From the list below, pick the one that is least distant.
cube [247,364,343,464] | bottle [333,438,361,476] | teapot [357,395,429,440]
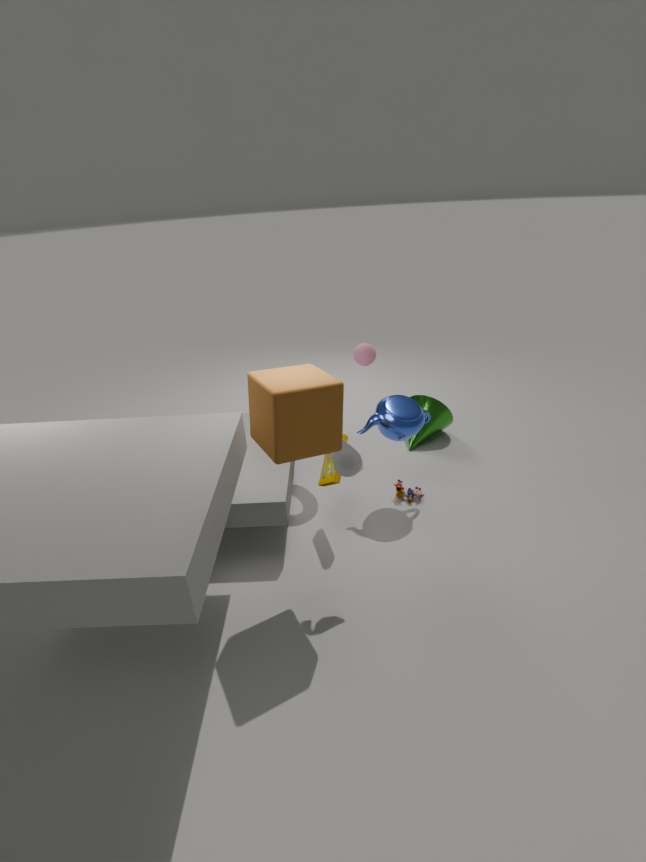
cube [247,364,343,464]
